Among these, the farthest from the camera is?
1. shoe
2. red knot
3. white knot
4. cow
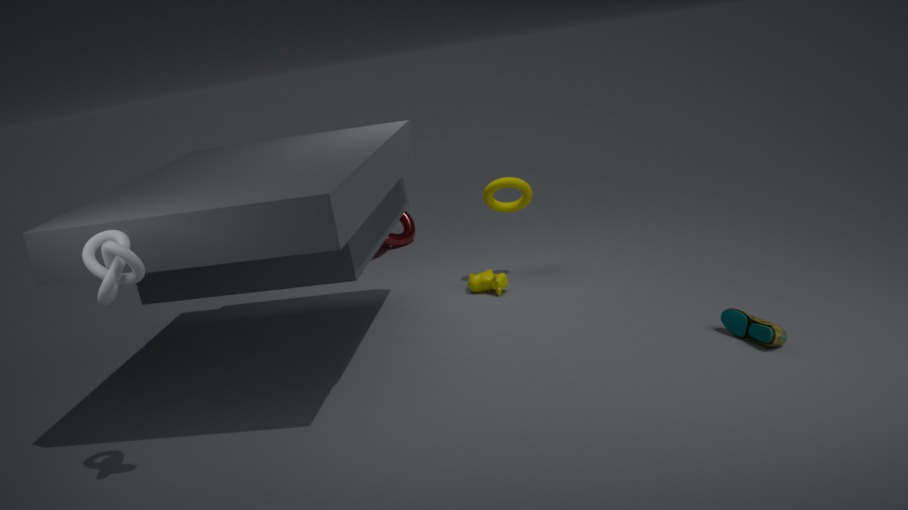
red knot
